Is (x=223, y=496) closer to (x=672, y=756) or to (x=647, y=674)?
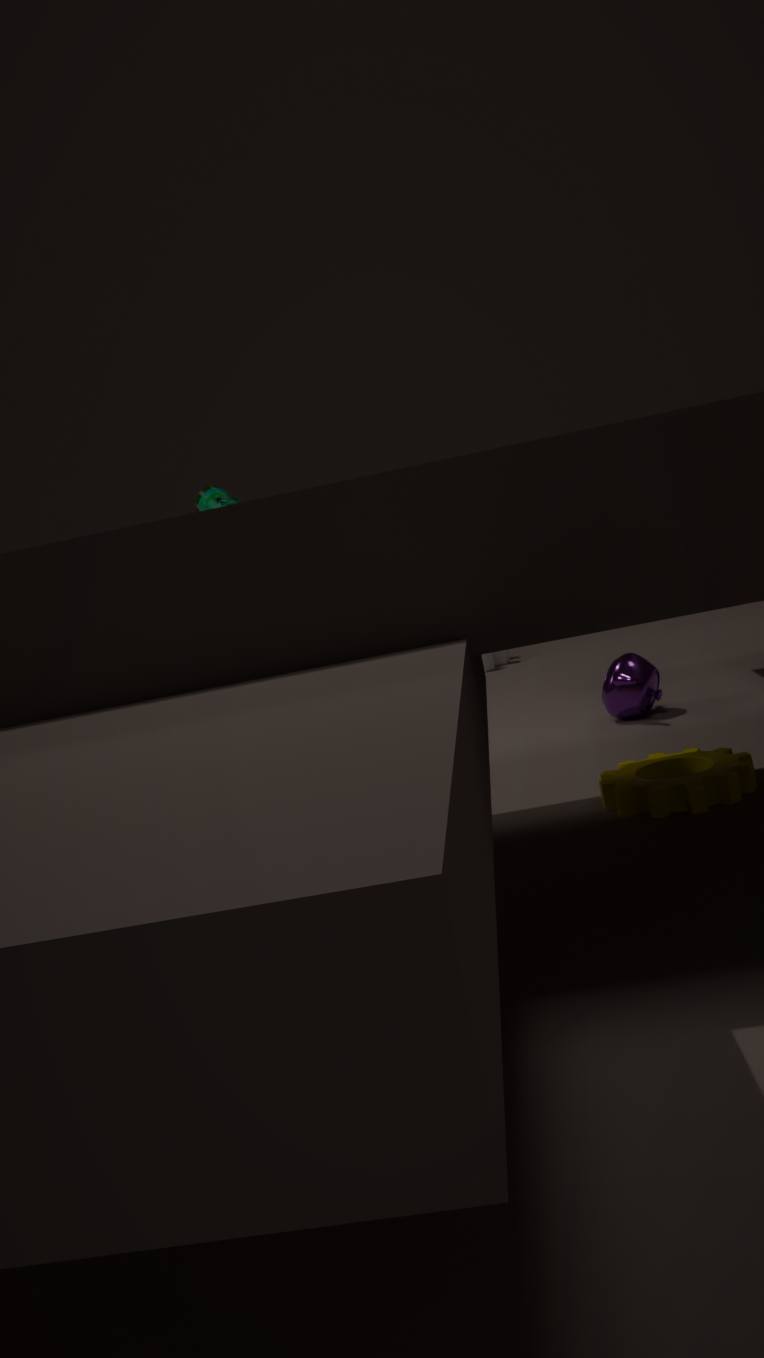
(x=647, y=674)
